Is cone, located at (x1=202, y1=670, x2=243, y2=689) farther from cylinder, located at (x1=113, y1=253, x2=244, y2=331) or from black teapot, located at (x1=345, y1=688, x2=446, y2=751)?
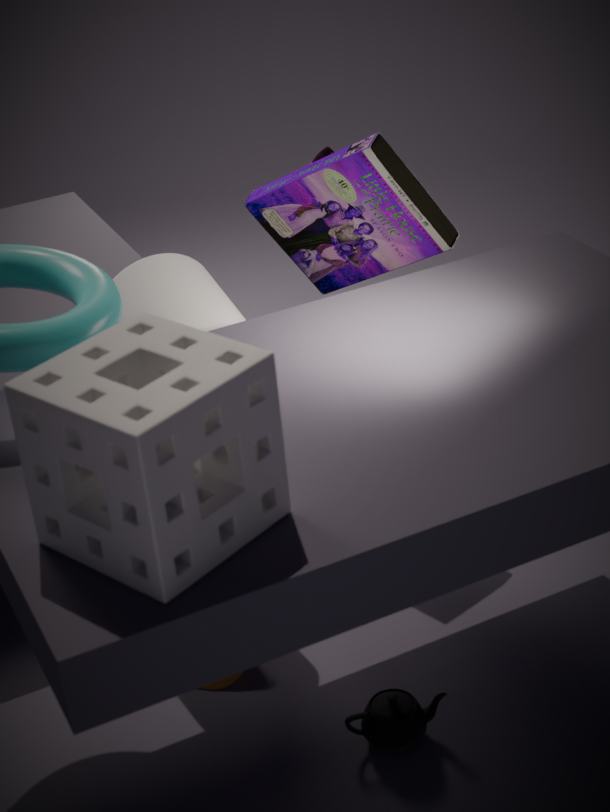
cylinder, located at (x1=113, y1=253, x2=244, y2=331)
